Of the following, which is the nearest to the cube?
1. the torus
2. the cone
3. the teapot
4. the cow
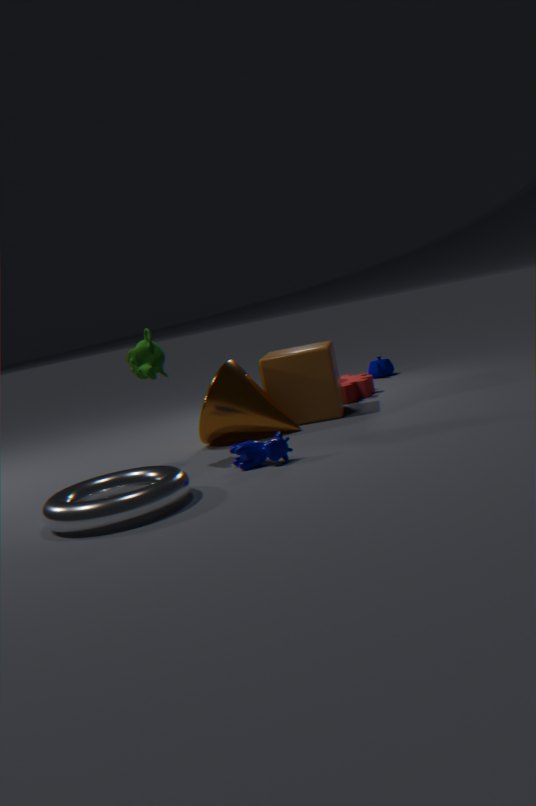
the cone
